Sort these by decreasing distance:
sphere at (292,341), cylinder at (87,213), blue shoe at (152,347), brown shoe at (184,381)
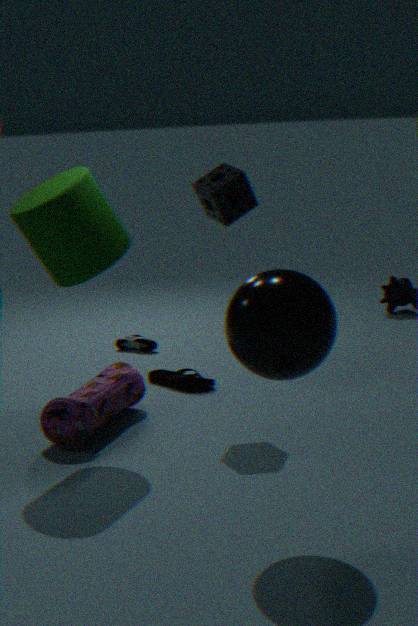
blue shoe at (152,347) < brown shoe at (184,381) < cylinder at (87,213) < sphere at (292,341)
